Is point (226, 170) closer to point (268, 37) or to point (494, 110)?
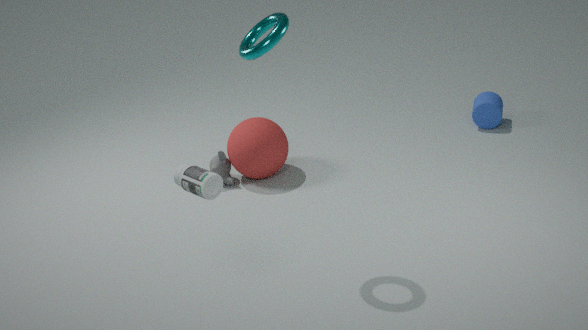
point (268, 37)
